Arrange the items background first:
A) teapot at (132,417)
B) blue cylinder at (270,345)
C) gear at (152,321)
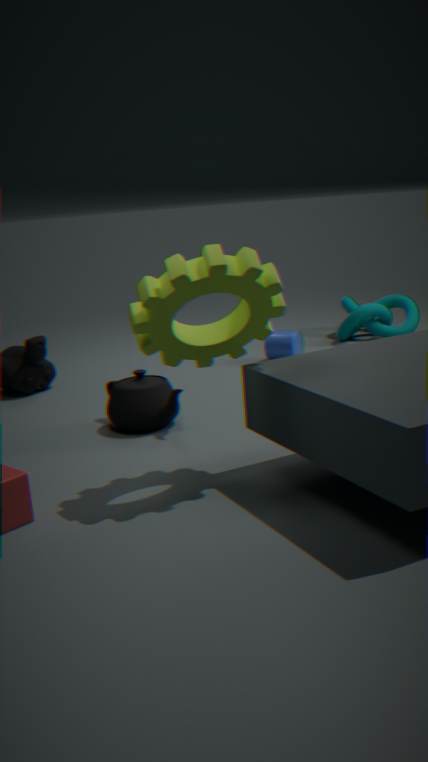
blue cylinder at (270,345), teapot at (132,417), gear at (152,321)
